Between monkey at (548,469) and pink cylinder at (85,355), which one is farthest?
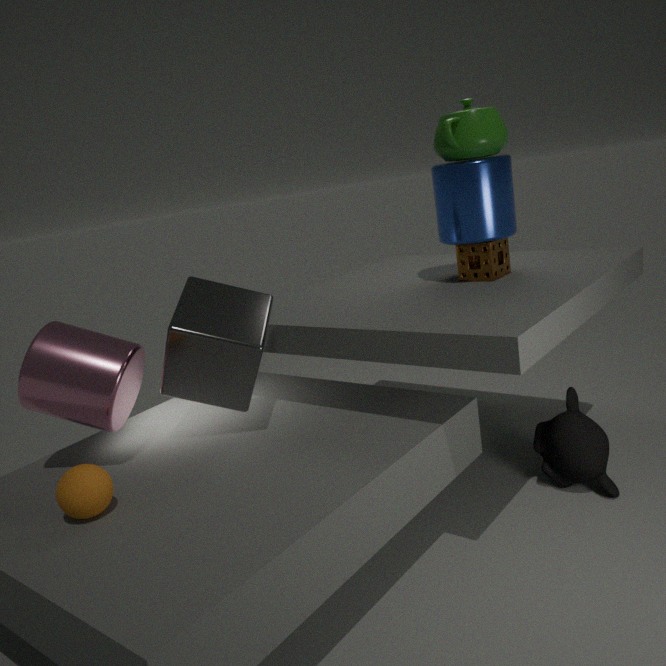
monkey at (548,469)
